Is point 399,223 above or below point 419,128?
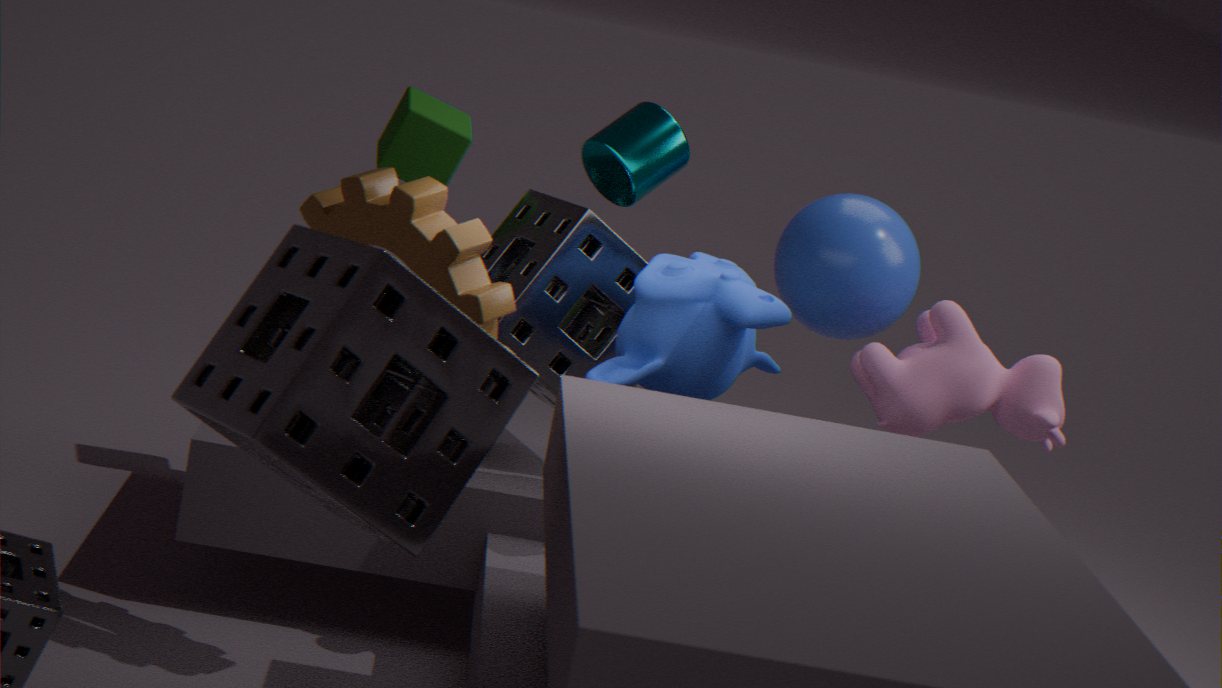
below
